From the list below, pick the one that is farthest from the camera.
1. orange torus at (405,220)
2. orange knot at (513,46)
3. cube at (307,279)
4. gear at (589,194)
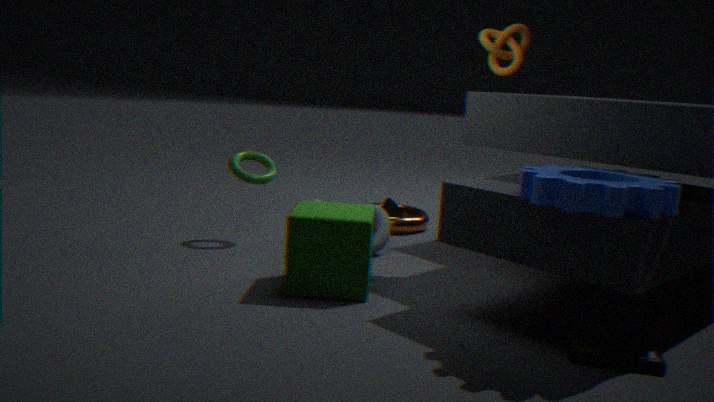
orange torus at (405,220)
